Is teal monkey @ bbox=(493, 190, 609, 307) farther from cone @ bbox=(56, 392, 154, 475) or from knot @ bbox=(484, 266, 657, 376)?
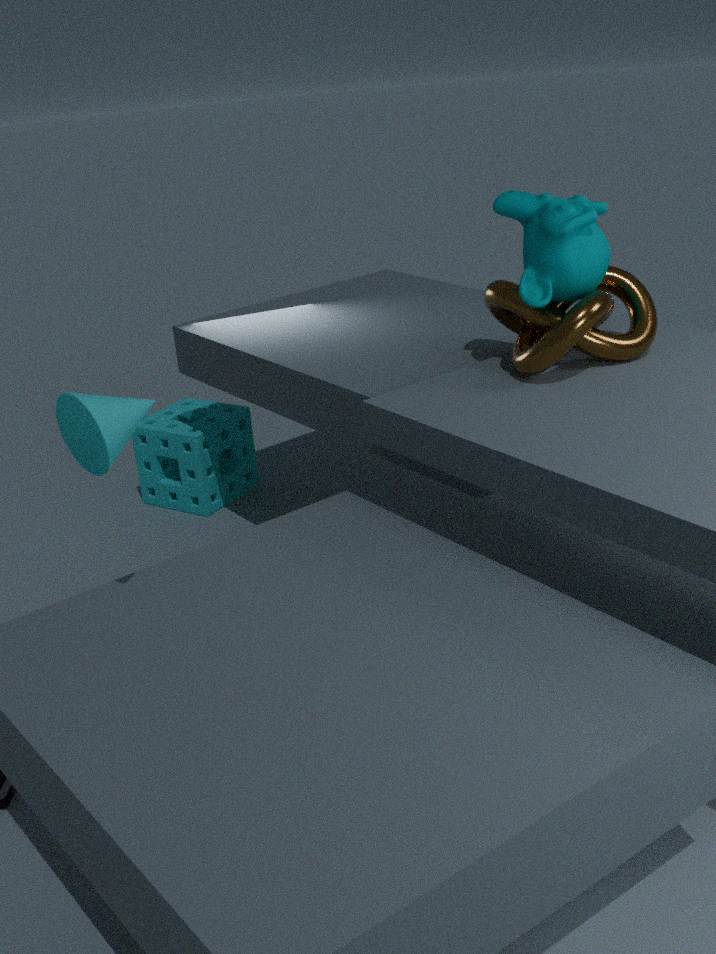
cone @ bbox=(56, 392, 154, 475)
